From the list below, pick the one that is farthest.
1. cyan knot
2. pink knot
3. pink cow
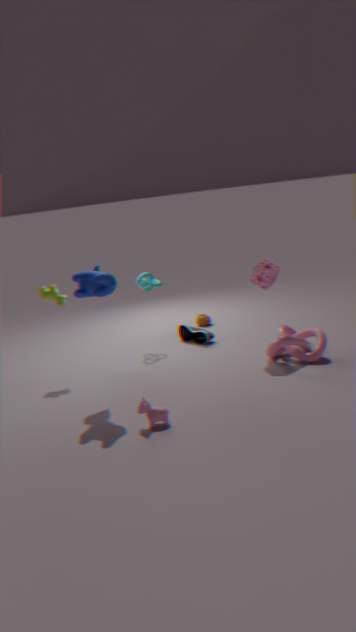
cyan knot
